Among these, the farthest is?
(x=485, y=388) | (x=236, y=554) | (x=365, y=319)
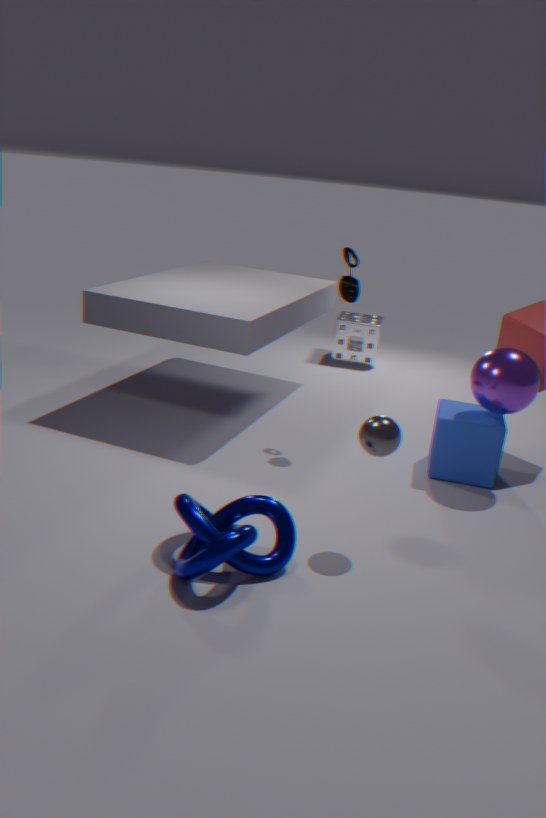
(x=365, y=319)
